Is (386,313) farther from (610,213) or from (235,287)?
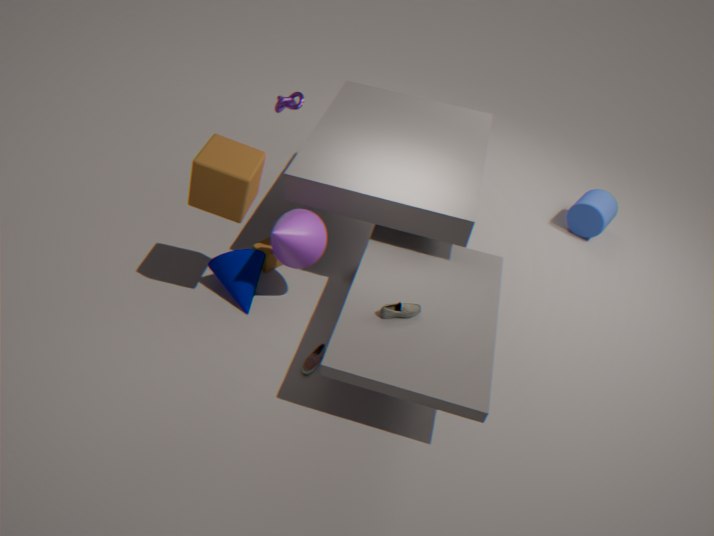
(610,213)
